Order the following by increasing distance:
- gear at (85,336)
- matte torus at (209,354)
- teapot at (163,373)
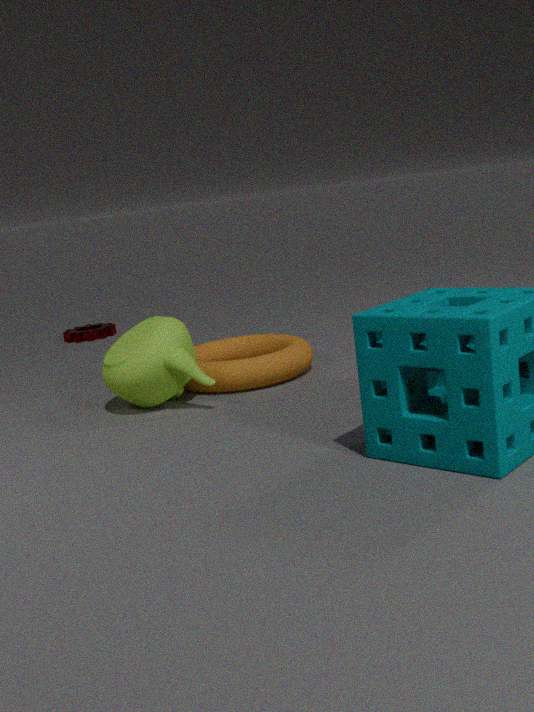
teapot at (163,373)
matte torus at (209,354)
gear at (85,336)
